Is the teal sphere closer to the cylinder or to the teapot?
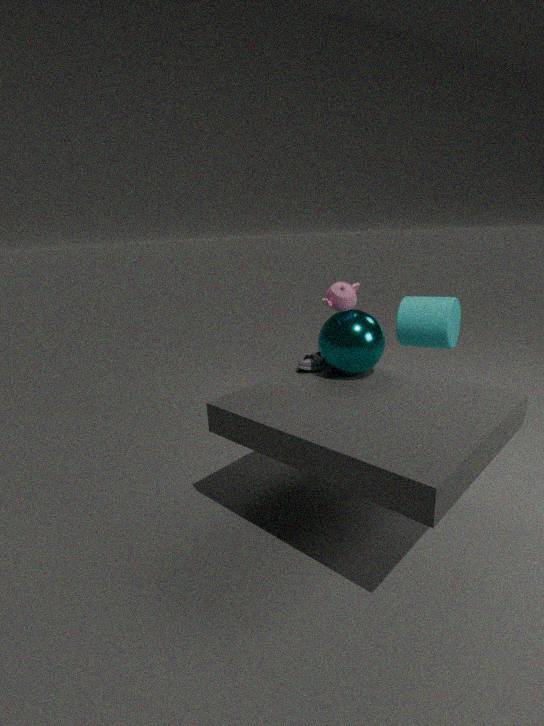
the teapot
